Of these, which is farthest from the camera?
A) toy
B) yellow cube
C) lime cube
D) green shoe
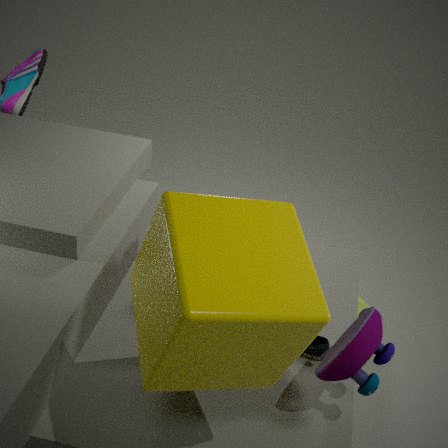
lime cube
